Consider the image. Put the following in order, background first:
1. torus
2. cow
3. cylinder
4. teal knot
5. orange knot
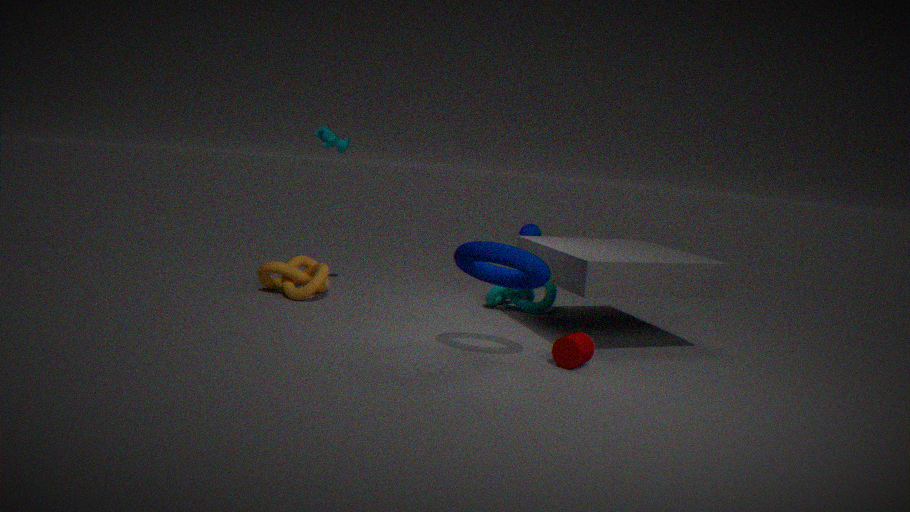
teal knot < cow < orange knot < cylinder < torus
